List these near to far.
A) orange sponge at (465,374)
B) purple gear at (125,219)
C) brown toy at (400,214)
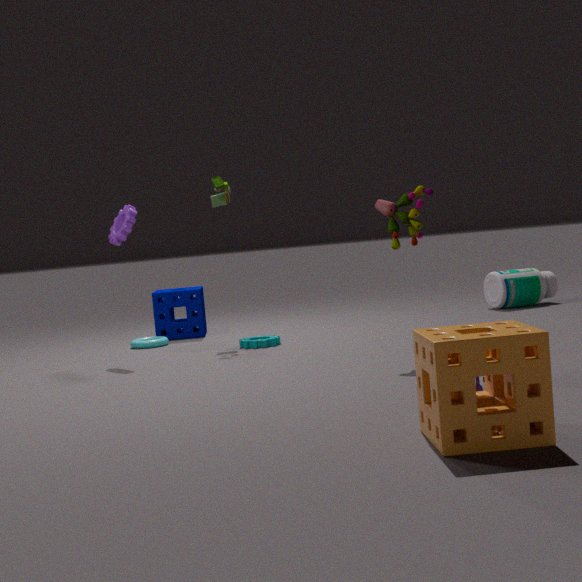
orange sponge at (465,374), brown toy at (400,214), purple gear at (125,219)
